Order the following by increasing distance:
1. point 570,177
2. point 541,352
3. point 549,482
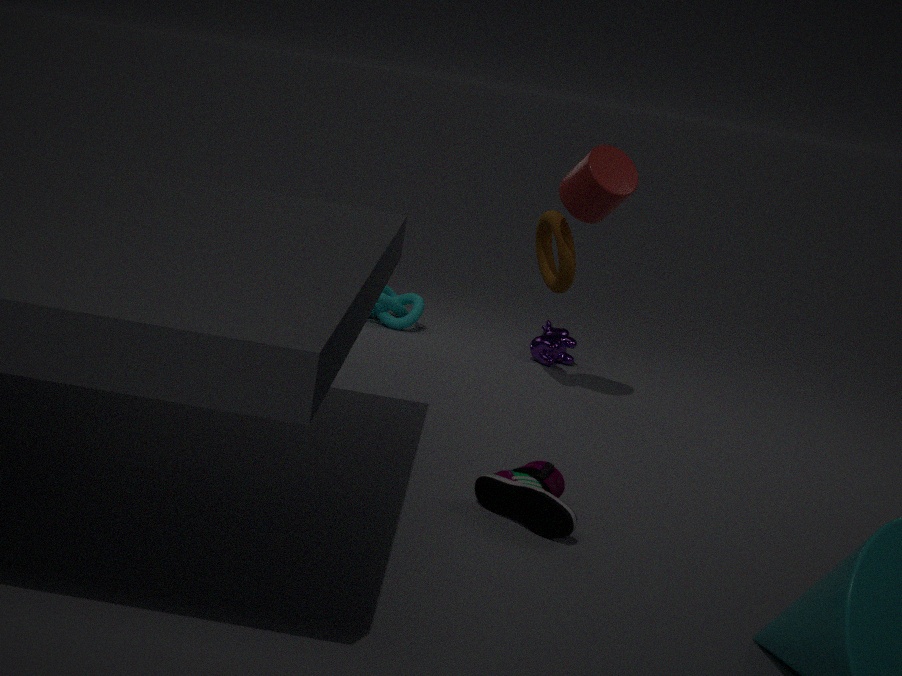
point 549,482 → point 570,177 → point 541,352
